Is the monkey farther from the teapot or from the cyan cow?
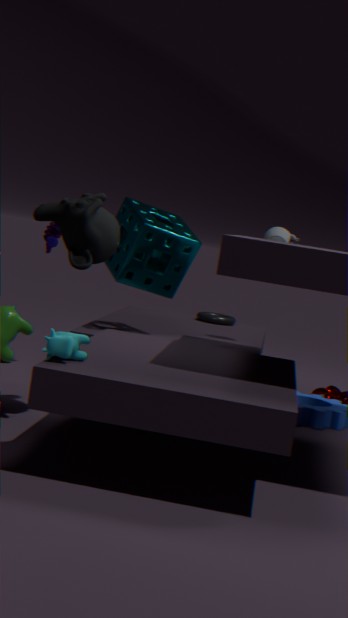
the teapot
